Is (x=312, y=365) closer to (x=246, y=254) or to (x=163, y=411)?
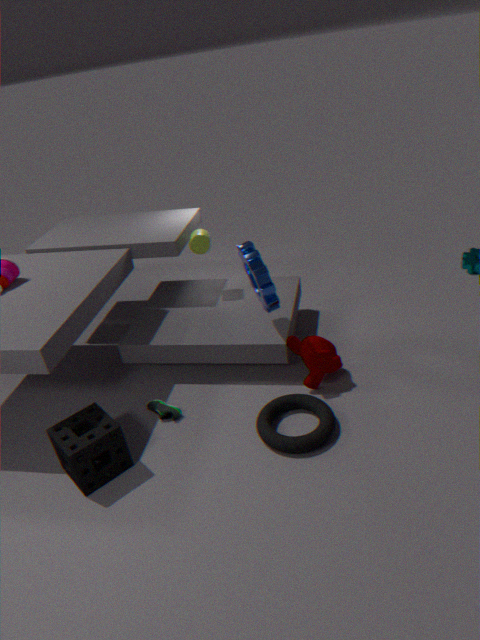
(x=246, y=254)
